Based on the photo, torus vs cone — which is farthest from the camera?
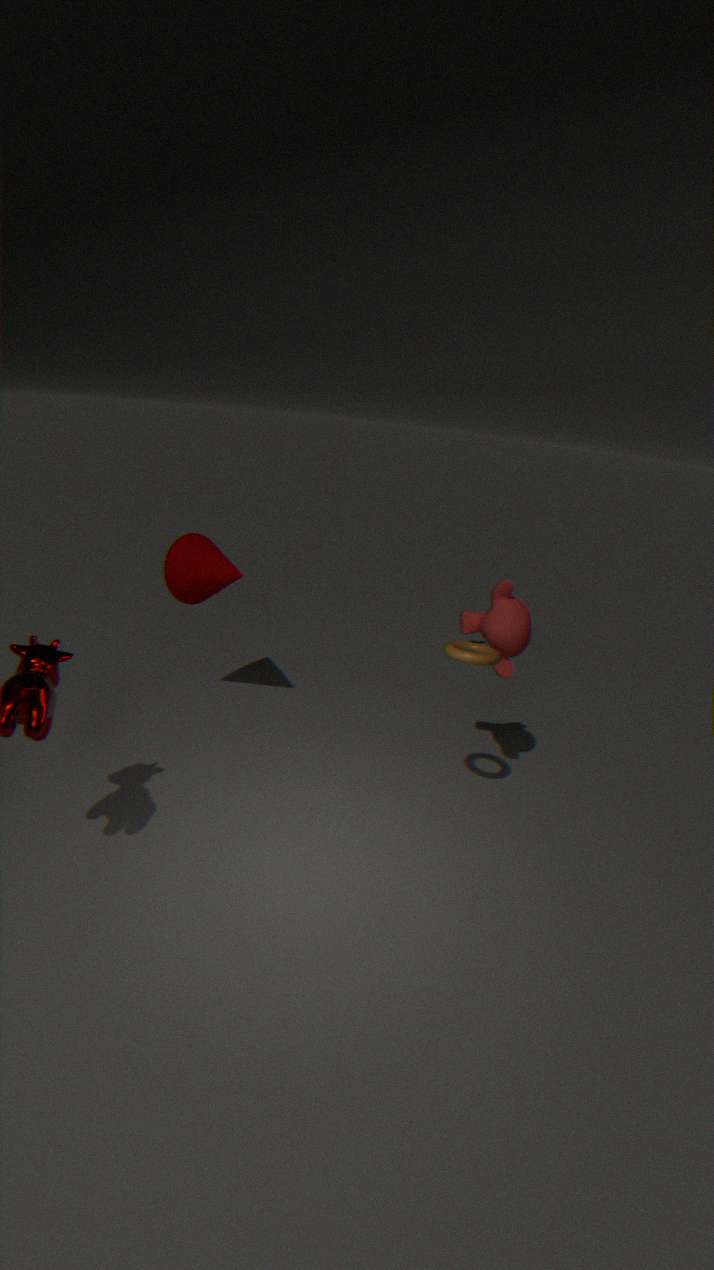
cone
